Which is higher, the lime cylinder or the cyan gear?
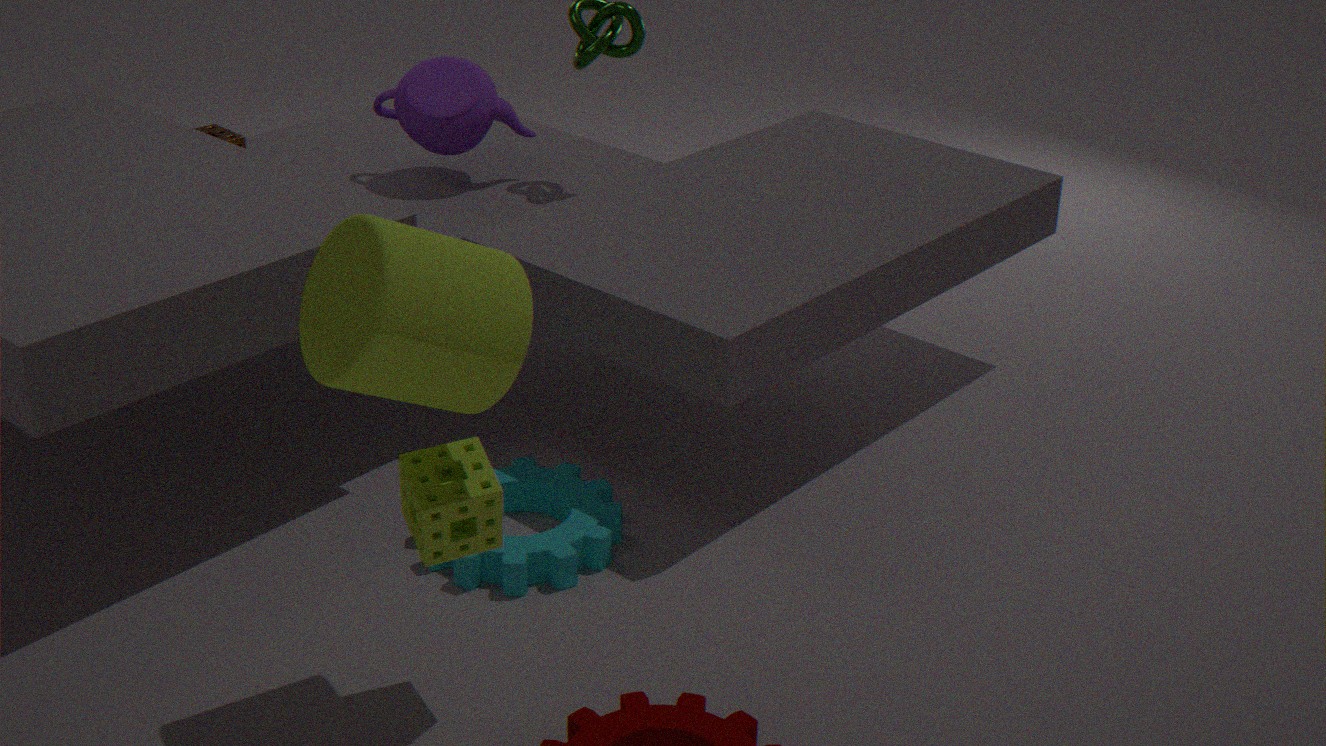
the lime cylinder
